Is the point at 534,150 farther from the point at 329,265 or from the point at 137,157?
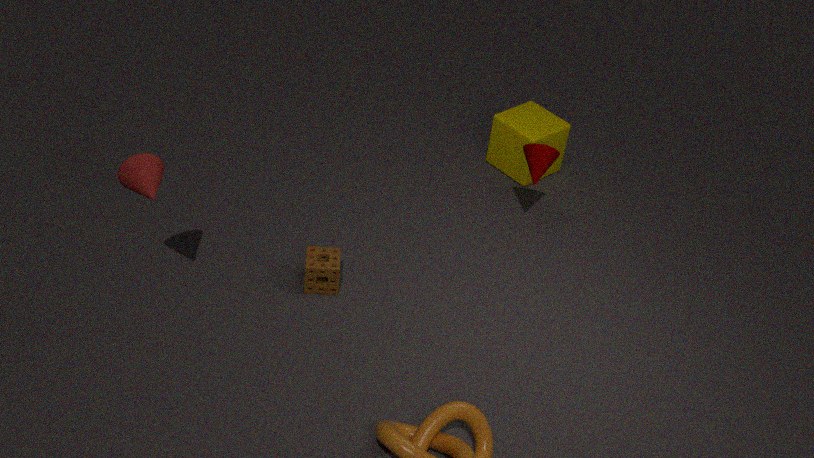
the point at 137,157
